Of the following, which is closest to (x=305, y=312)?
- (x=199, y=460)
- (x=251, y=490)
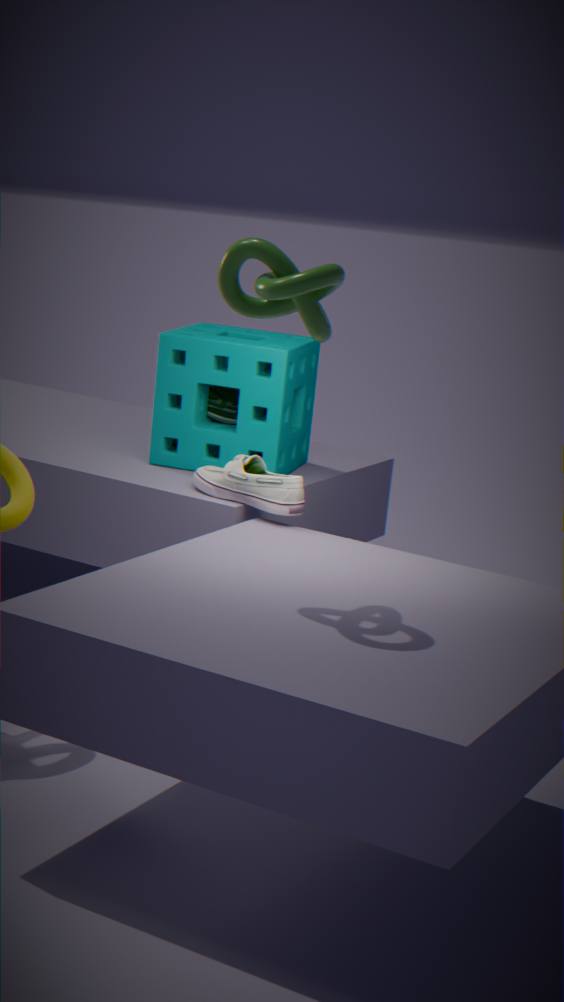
(x=251, y=490)
